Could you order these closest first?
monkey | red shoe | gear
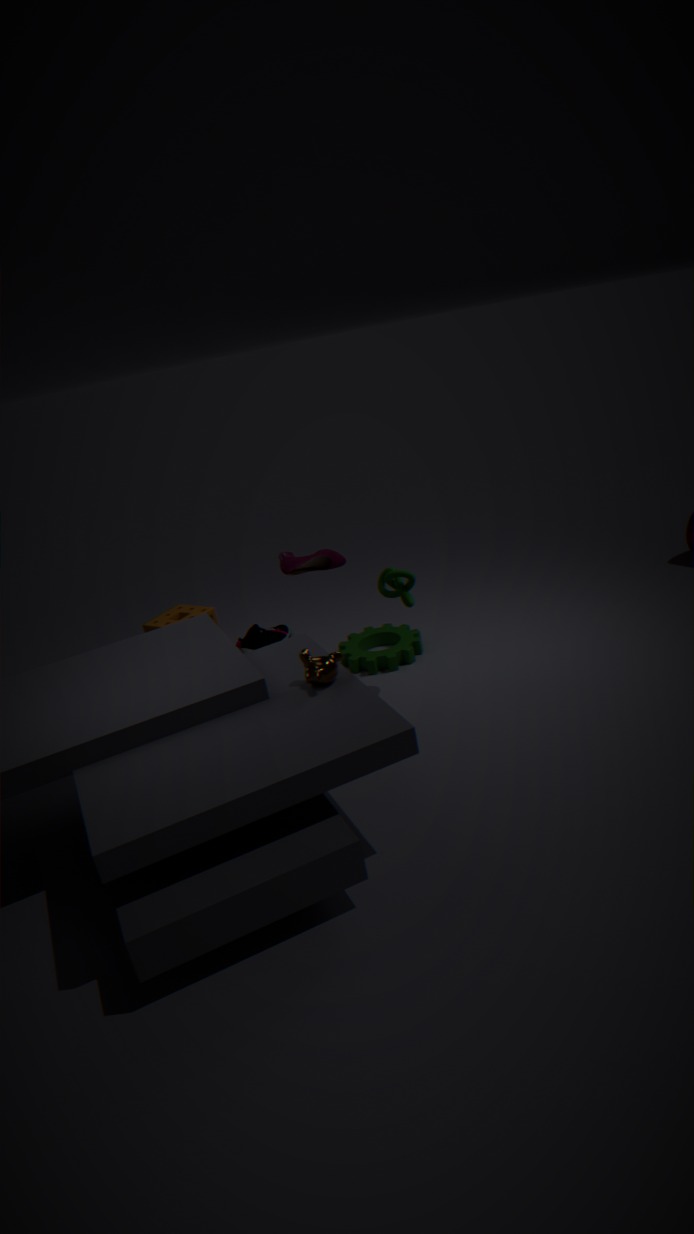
monkey
red shoe
gear
